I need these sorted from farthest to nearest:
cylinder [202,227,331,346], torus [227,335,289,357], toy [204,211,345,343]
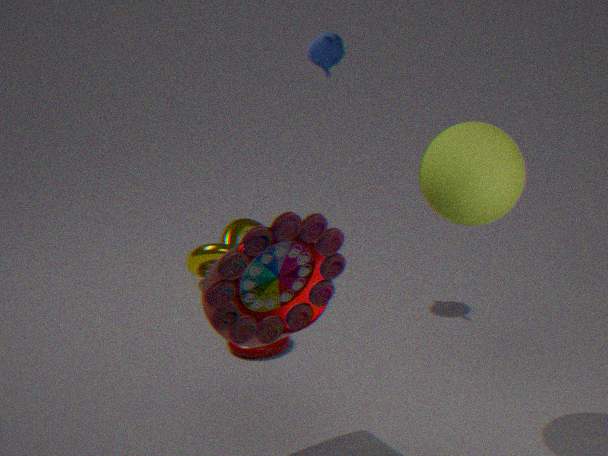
torus [227,335,289,357], cylinder [202,227,331,346], toy [204,211,345,343]
